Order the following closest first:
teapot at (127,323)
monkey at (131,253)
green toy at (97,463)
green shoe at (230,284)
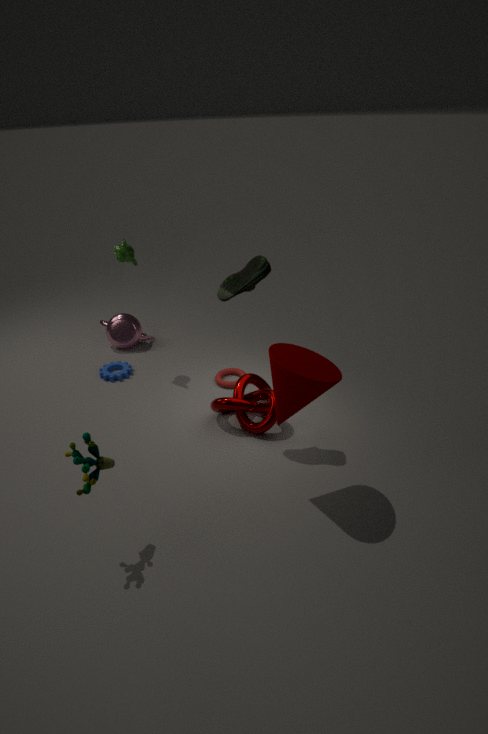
green toy at (97,463) < green shoe at (230,284) < monkey at (131,253) < teapot at (127,323)
